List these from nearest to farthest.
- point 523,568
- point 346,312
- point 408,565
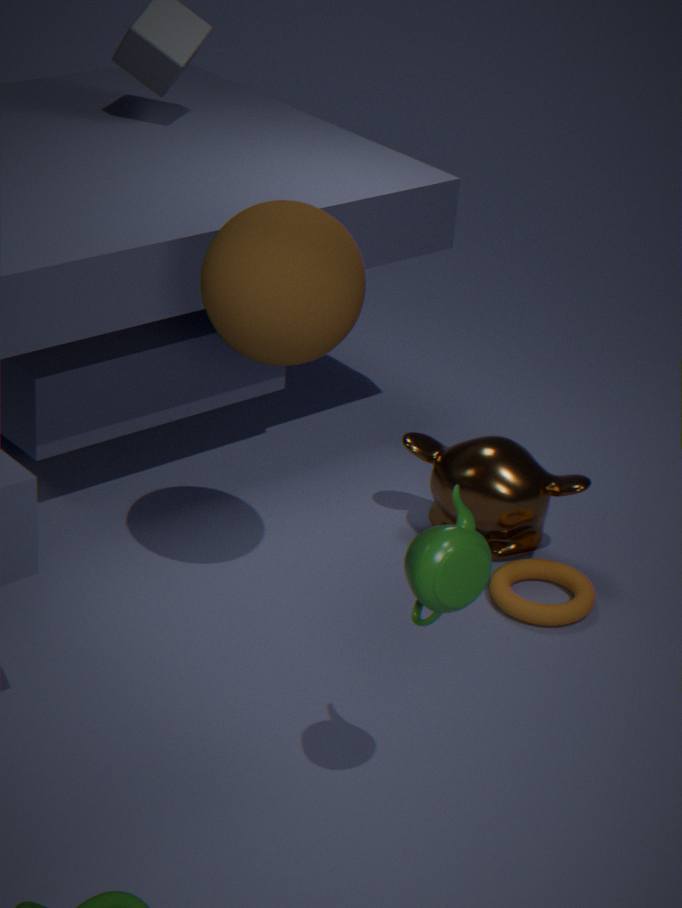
point 408,565
point 346,312
point 523,568
